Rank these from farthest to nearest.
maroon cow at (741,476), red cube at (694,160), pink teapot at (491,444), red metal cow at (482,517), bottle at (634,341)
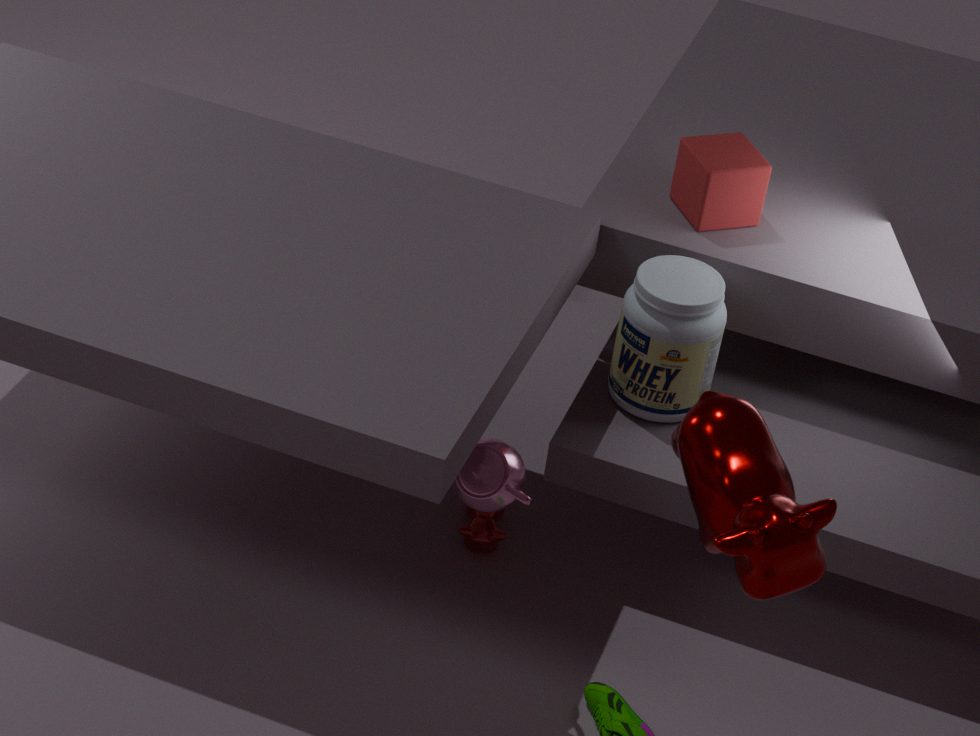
red metal cow at (482,517)
red cube at (694,160)
bottle at (634,341)
pink teapot at (491,444)
maroon cow at (741,476)
